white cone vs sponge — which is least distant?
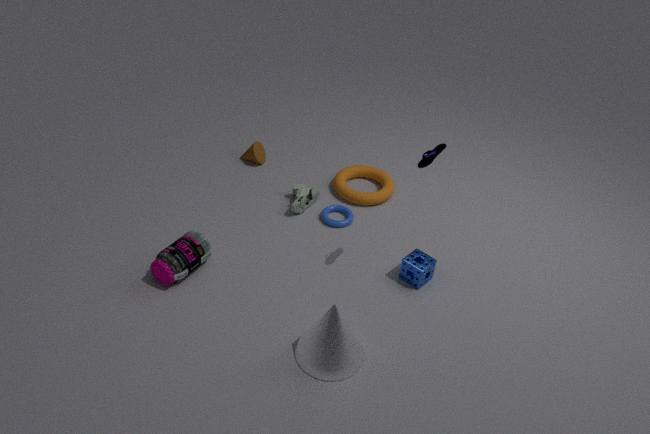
white cone
